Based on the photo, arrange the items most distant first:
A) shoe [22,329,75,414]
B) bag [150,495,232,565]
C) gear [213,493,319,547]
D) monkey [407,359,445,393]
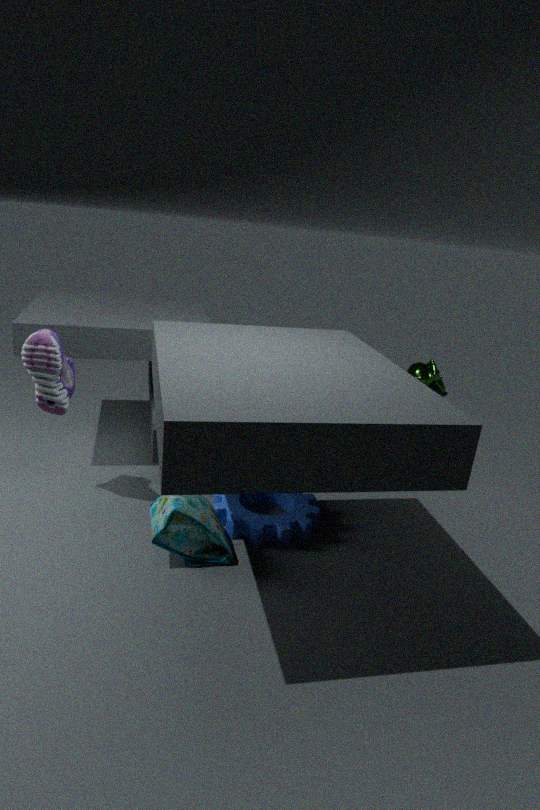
monkey [407,359,445,393] < gear [213,493,319,547] < shoe [22,329,75,414] < bag [150,495,232,565]
